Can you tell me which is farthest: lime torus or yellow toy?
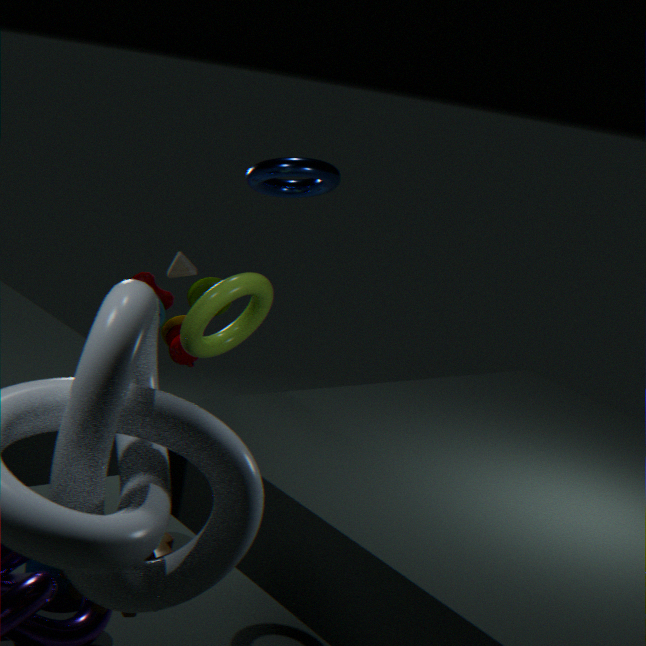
yellow toy
